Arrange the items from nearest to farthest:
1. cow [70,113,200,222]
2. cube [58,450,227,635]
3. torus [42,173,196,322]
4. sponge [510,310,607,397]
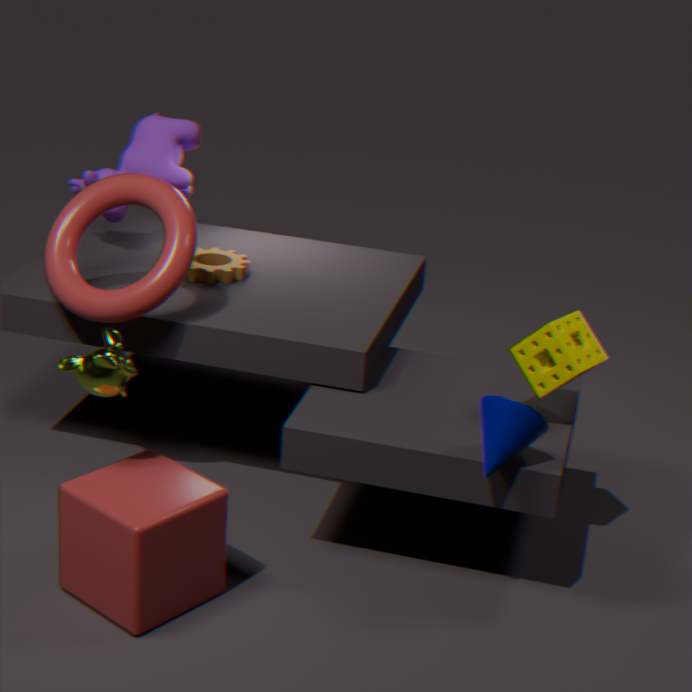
cube [58,450,227,635] < sponge [510,310,607,397] < torus [42,173,196,322] < cow [70,113,200,222]
